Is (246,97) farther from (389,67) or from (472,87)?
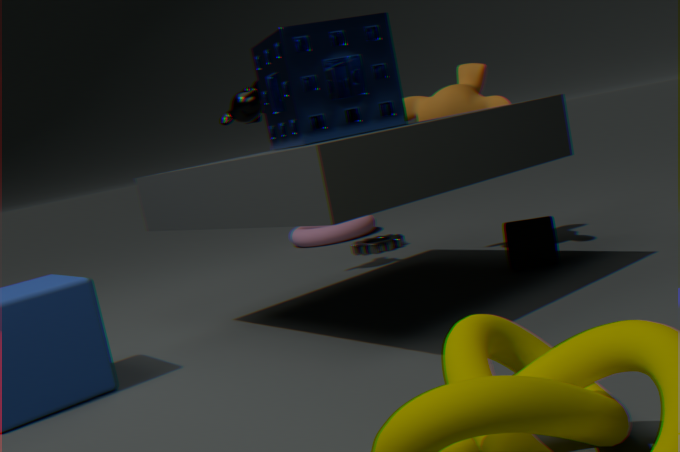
(472,87)
